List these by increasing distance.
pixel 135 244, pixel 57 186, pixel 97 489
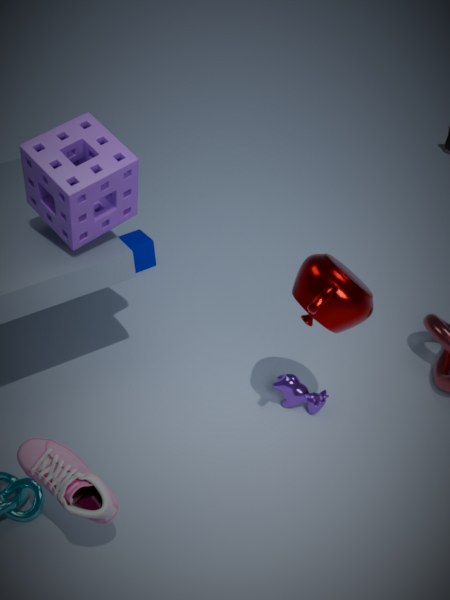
pixel 97 489 < pixel 57 186 < pixel 135 244
